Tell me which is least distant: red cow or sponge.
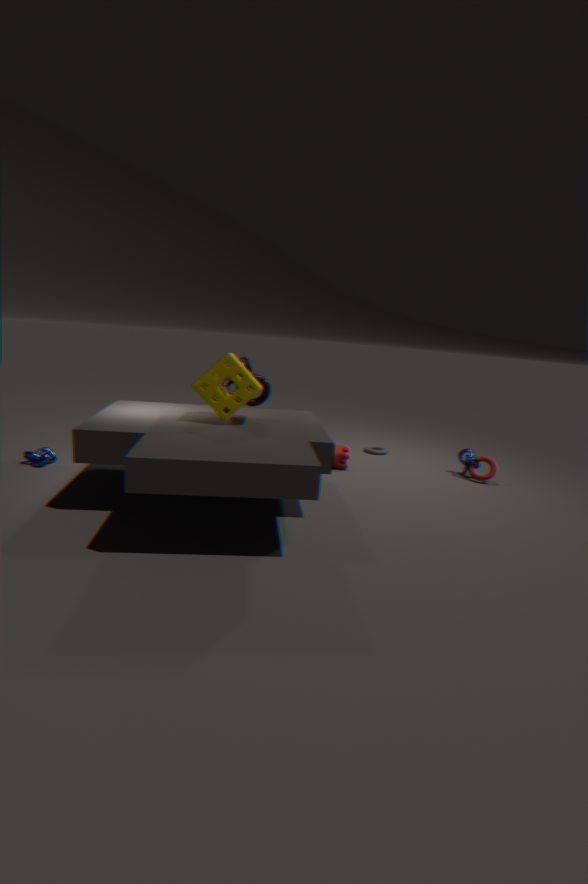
sponge
